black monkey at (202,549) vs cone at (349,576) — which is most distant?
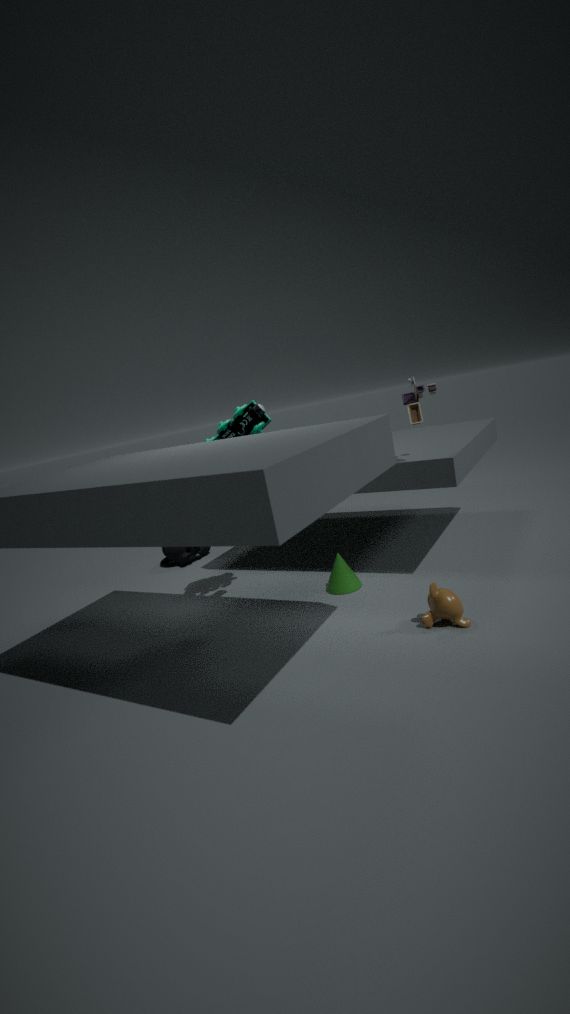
black monkey at (202,549)
